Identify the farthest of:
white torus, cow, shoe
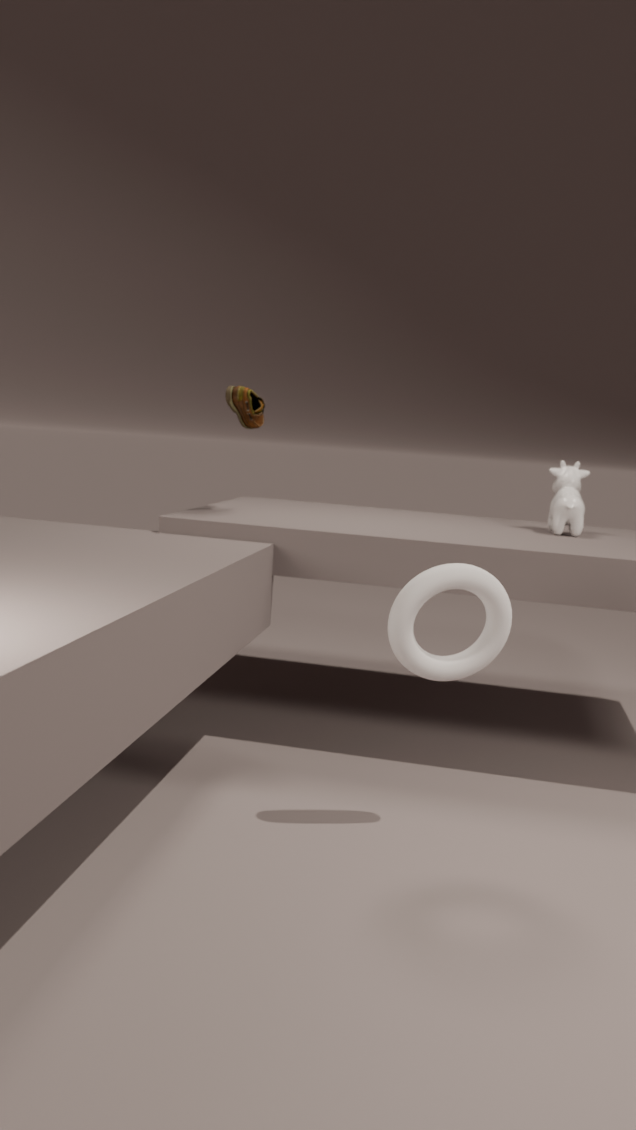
cow
